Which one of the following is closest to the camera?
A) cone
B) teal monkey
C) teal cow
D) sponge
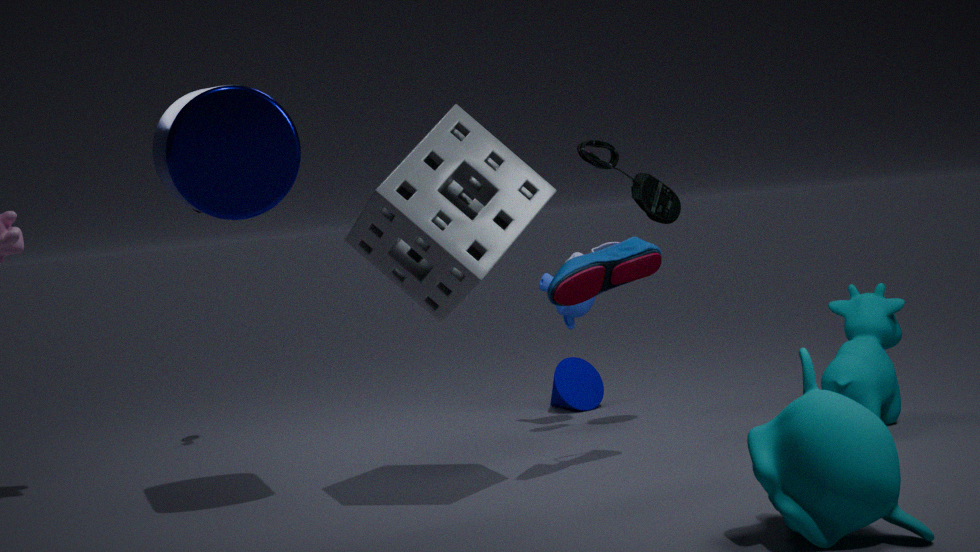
teal monkey
